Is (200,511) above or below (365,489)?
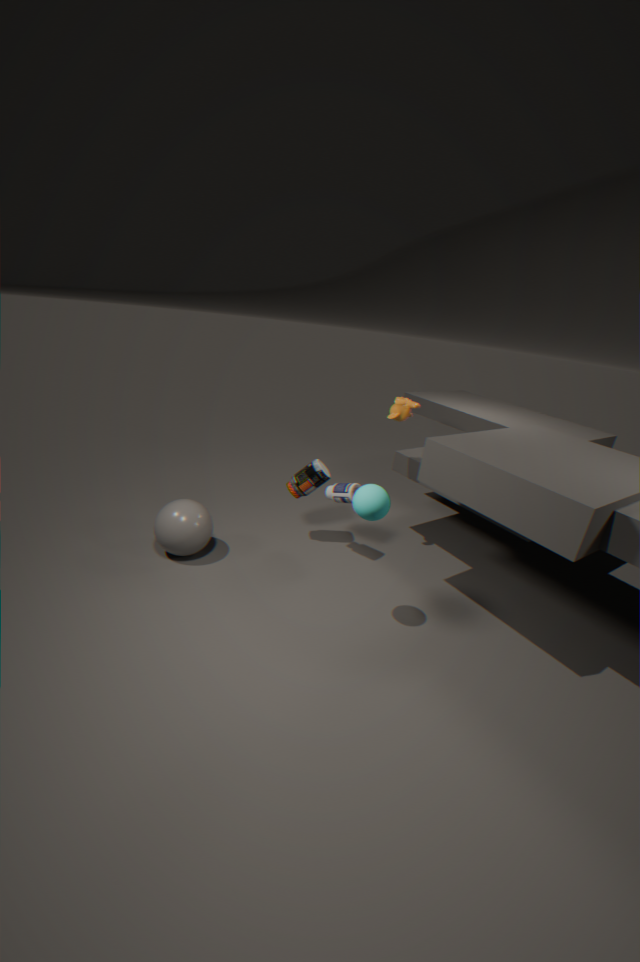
below
